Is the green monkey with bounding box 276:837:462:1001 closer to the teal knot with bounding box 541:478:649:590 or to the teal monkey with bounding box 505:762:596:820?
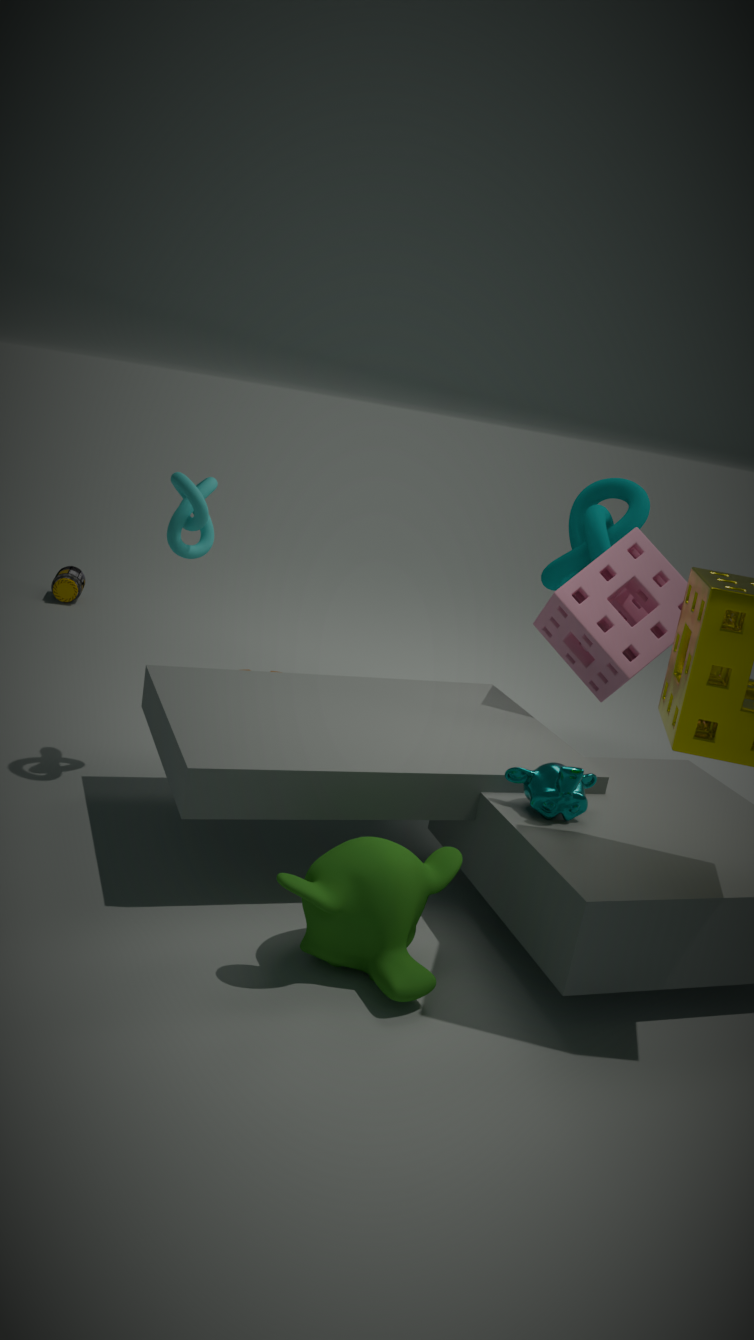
the teal monkey with bounding box 505:762:596:820
